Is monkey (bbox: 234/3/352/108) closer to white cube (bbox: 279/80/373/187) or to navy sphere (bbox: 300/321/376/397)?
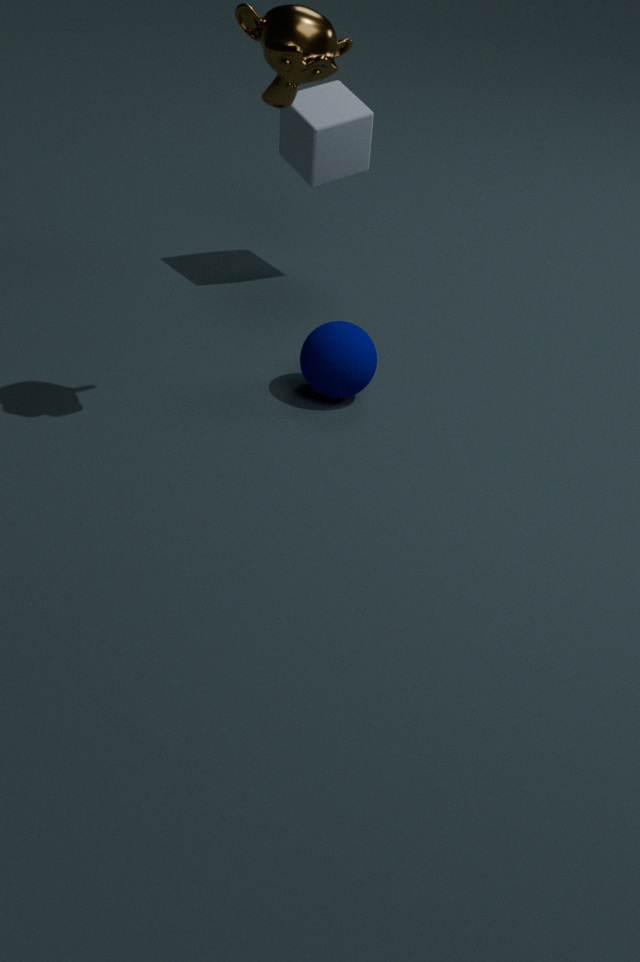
navy sphere (bbox: 300/321/376/397)
